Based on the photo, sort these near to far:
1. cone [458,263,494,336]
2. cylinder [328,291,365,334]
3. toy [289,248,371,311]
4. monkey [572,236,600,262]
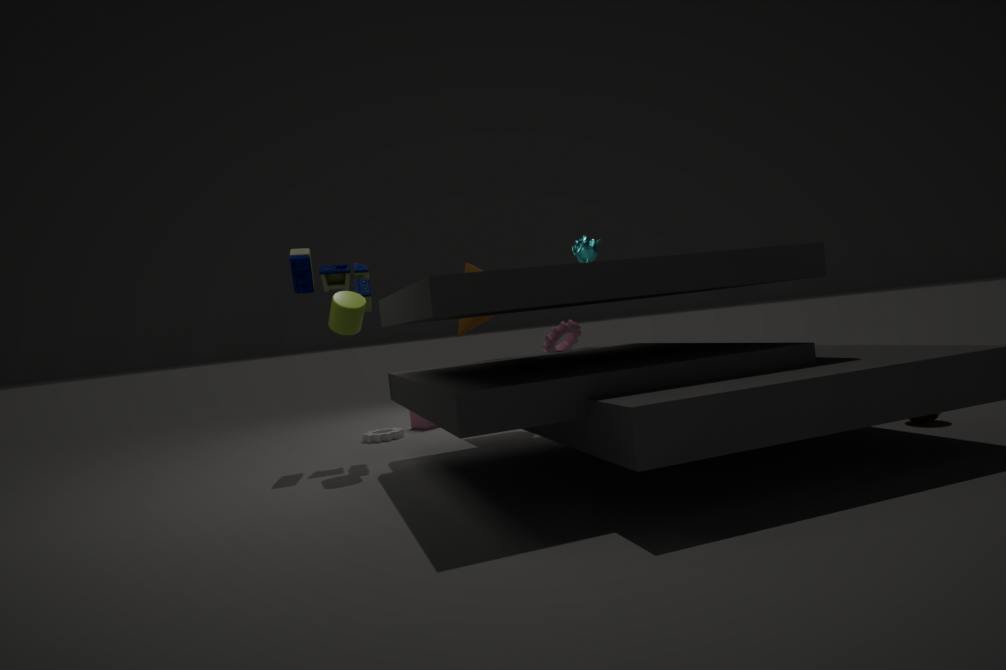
1. cylinder [328,291,365,334]
2. toy [289,248,371,311]
3. monkey [572,236,600,262]
4. cone [458,263,494,336]
